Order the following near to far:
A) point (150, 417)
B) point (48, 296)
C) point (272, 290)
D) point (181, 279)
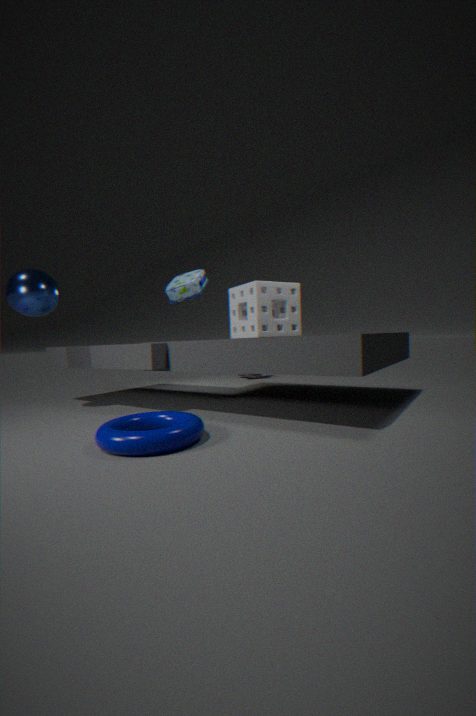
point (150, 417) → point (272, 290) → point (181, 279) → point (48, 296)
